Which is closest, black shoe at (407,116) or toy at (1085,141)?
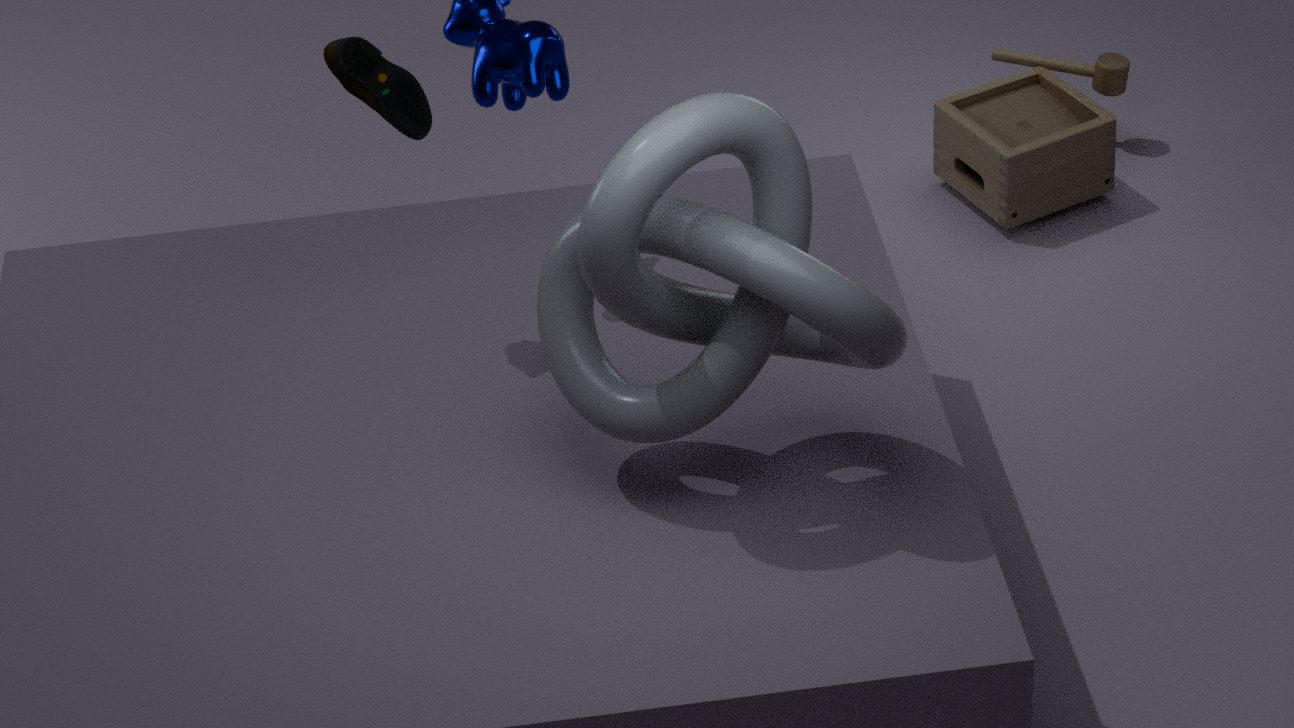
black shoe at (407,116)
